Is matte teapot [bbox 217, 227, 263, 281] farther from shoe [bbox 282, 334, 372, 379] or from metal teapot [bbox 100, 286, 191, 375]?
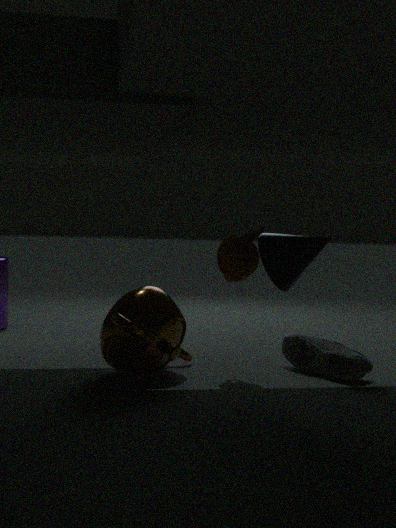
shoe [bbox 282, 334, 372, 379]
